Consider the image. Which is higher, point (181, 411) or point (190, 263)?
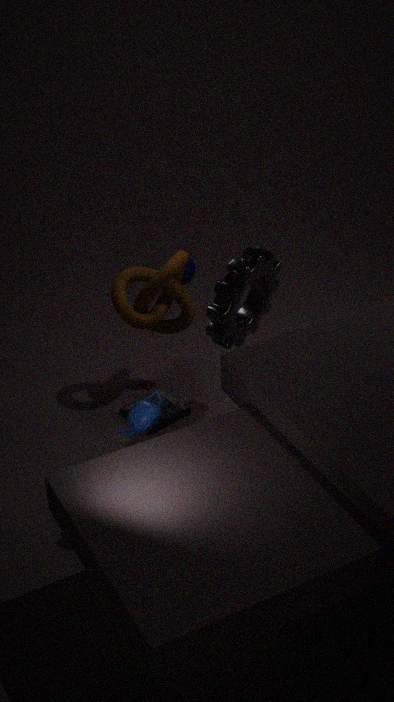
point (190, 263)
